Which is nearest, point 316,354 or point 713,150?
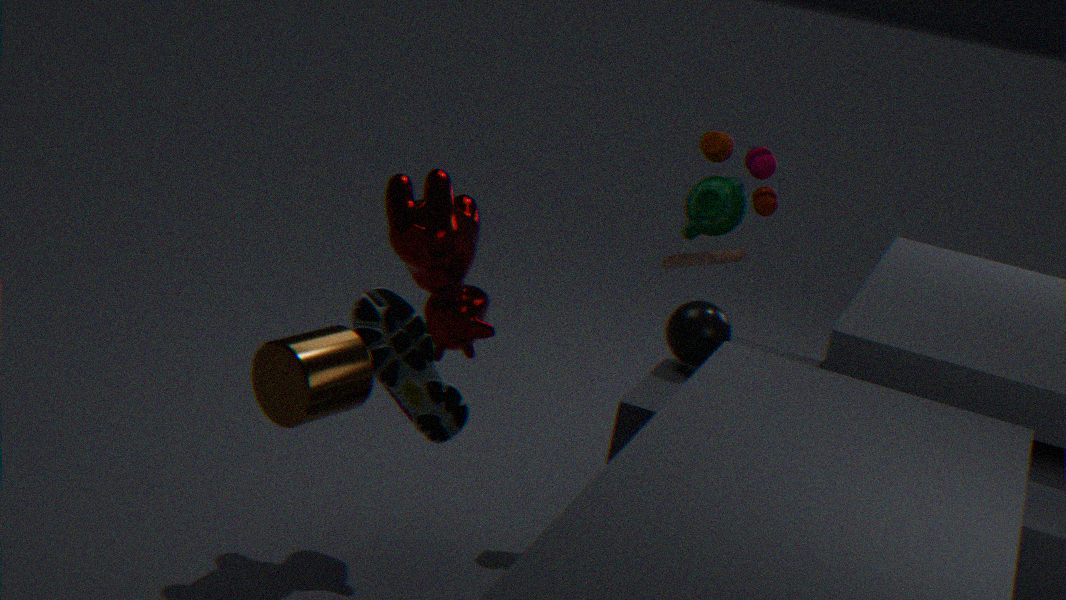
point 316,354
